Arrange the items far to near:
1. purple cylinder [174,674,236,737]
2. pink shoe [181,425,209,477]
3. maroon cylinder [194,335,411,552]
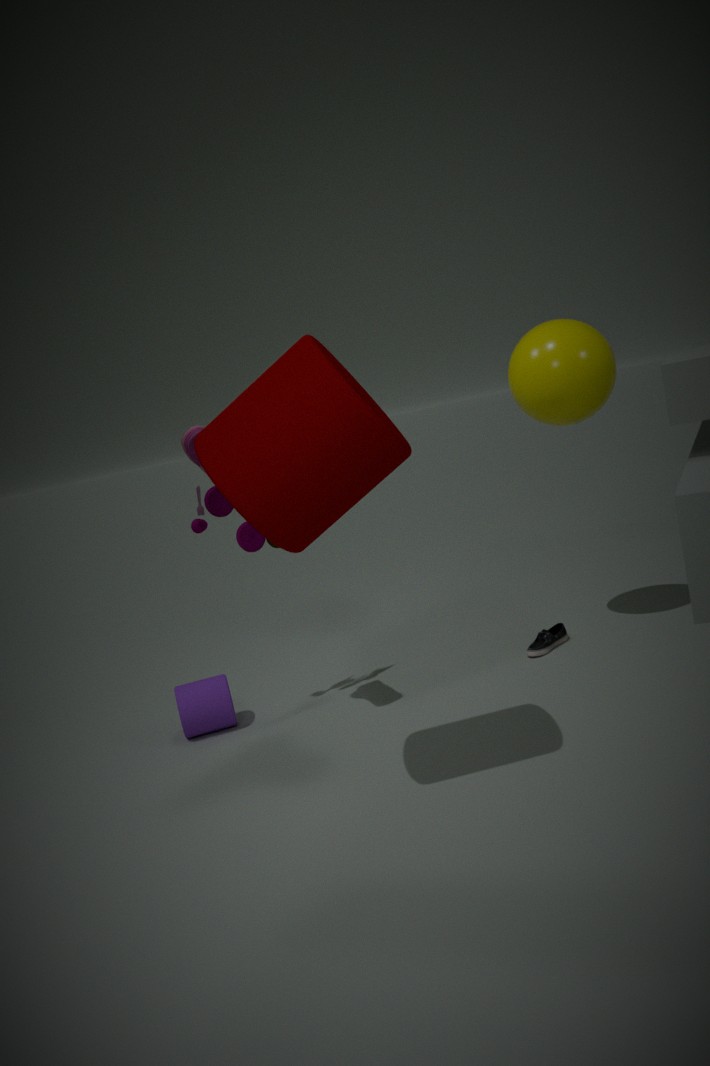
purple cylinder [174,674,236,737] < pink shoe [181,425,209,477] < maroon cylinder [194,335,411,552]
